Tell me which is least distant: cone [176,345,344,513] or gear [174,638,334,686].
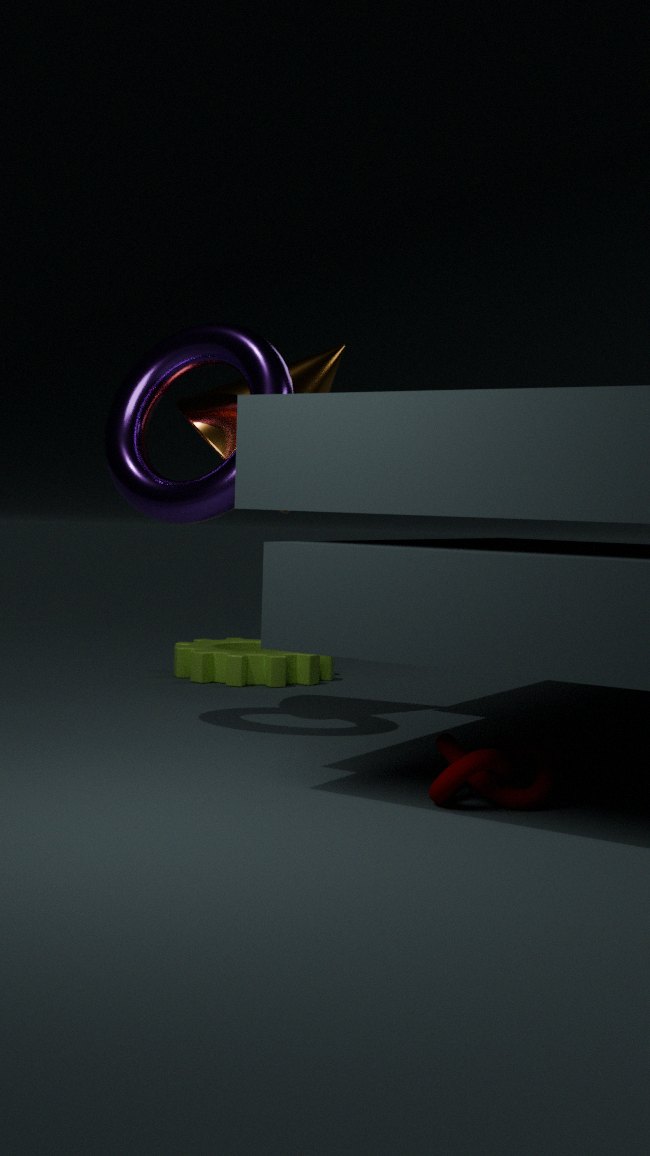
cone [176,345,344,513]
